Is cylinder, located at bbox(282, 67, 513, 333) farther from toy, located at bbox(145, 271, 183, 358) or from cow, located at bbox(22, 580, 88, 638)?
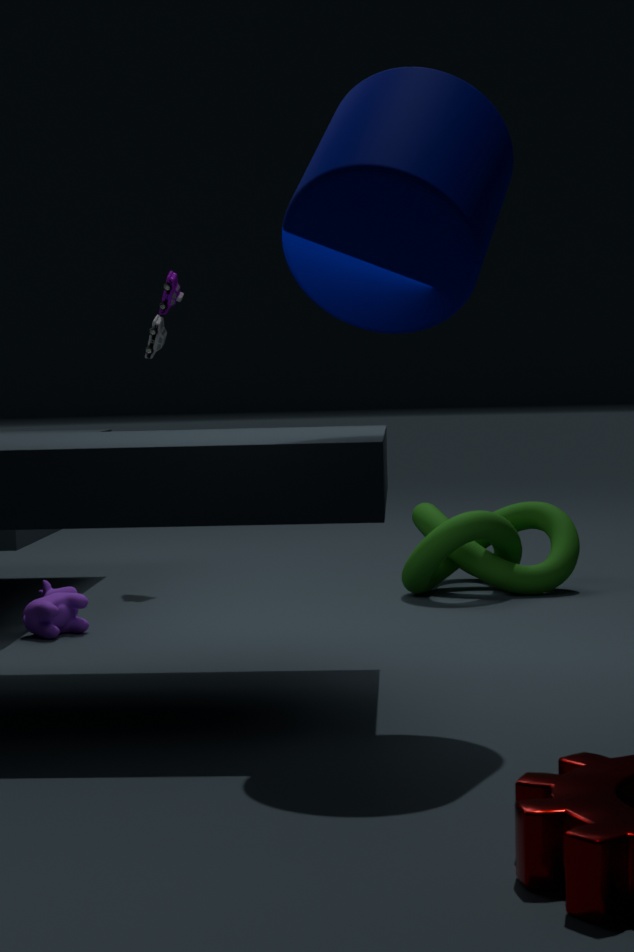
toy, located at bbox(145, 271, 183, 358)
